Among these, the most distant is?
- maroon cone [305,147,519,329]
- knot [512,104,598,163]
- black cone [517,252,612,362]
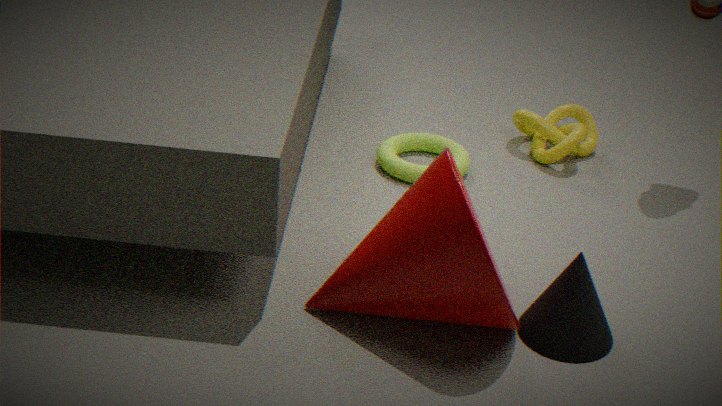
knot [512,104,598,163]
